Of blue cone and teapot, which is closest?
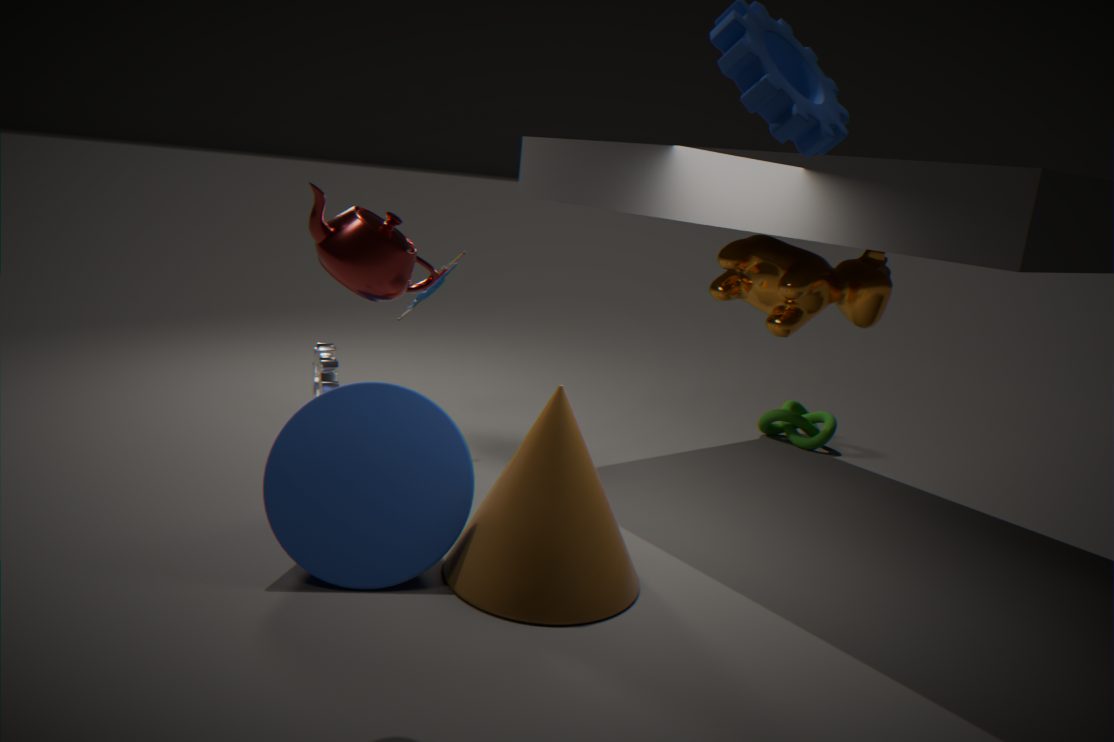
teapot
